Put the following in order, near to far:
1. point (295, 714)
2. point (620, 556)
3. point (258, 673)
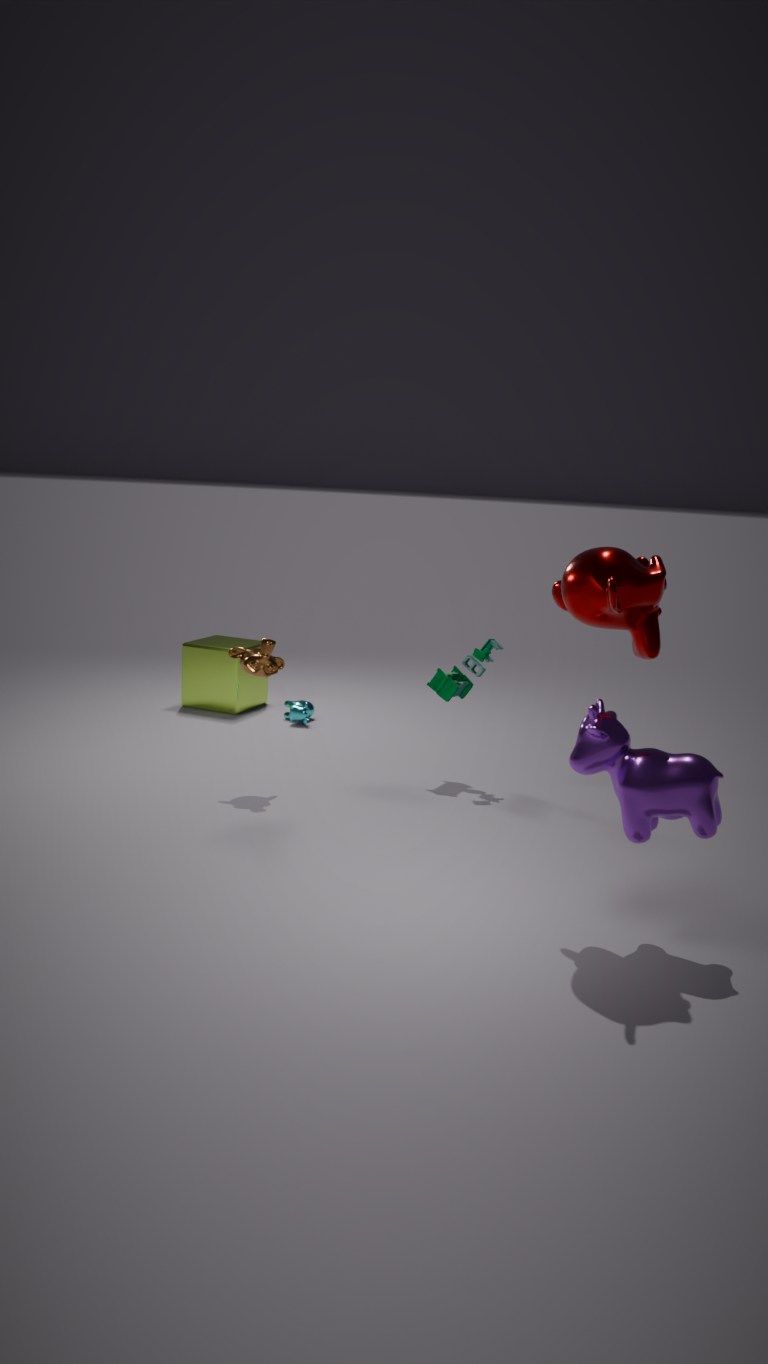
point (620, 556), point (258, 673), point (295, 714)
